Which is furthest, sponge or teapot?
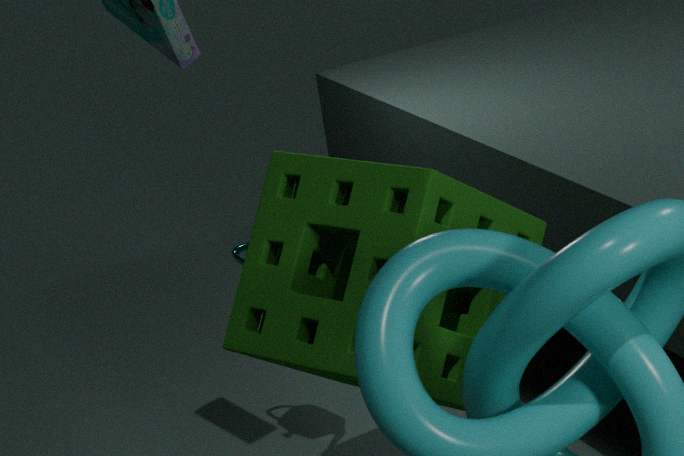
teapot
